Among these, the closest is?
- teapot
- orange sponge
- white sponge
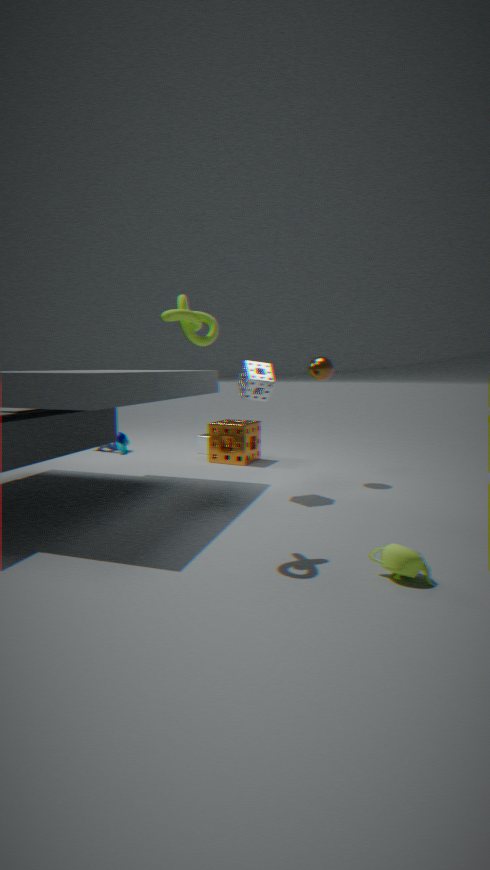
teapot
